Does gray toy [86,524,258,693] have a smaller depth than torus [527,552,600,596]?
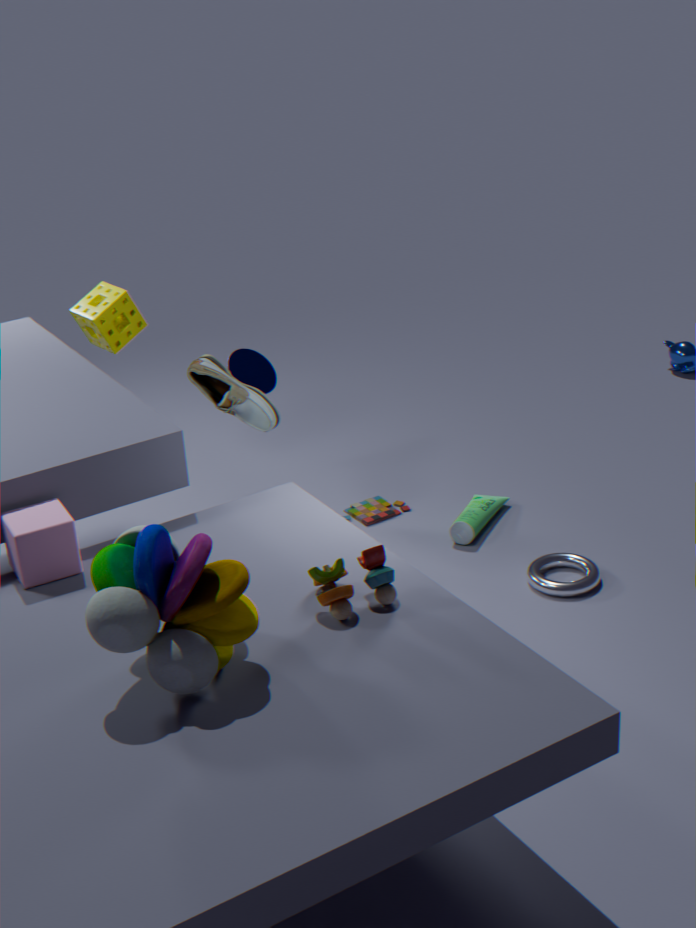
Yes
